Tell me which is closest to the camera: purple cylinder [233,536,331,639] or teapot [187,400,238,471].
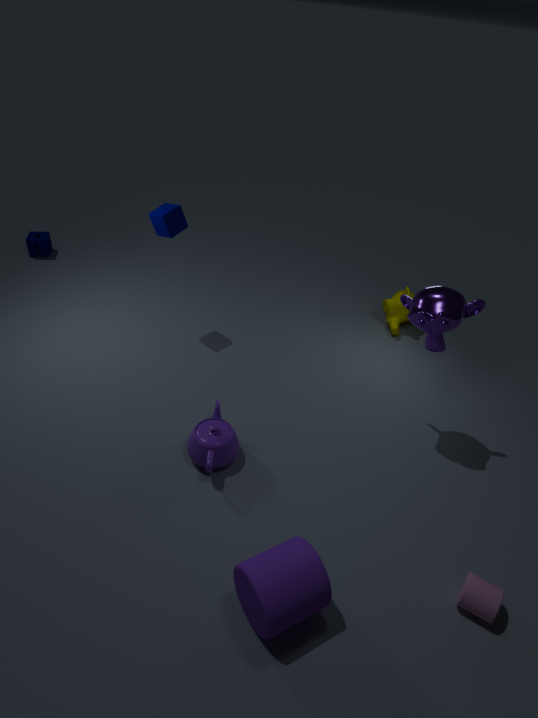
purple cylinder [233,536,331,639]
